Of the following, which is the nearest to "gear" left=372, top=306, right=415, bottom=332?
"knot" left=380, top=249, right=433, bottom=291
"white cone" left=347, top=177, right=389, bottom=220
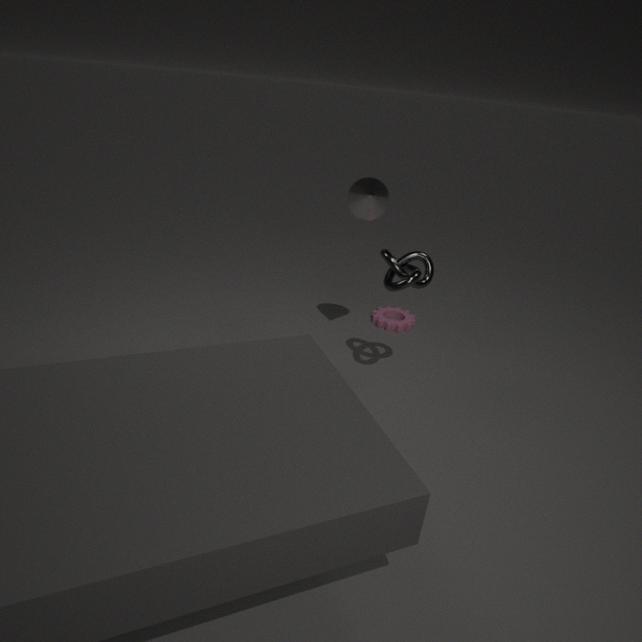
"knot" left=380, top=249, right=433, bottom=291
